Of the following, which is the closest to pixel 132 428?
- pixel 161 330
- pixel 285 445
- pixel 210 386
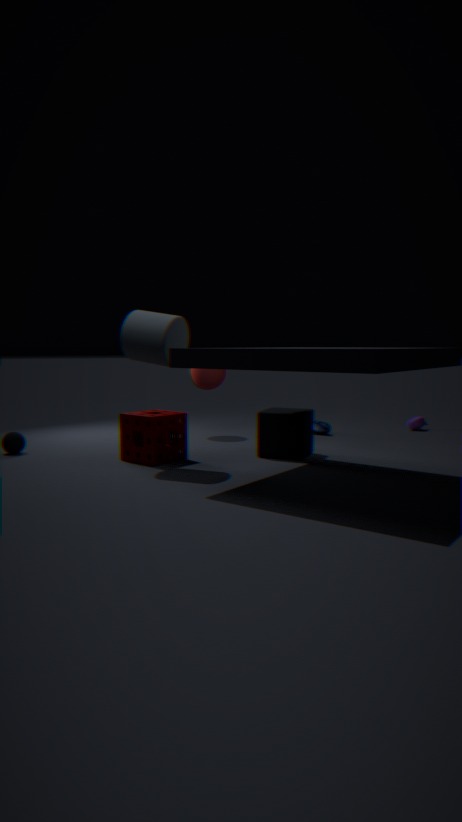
pixel 161 330
